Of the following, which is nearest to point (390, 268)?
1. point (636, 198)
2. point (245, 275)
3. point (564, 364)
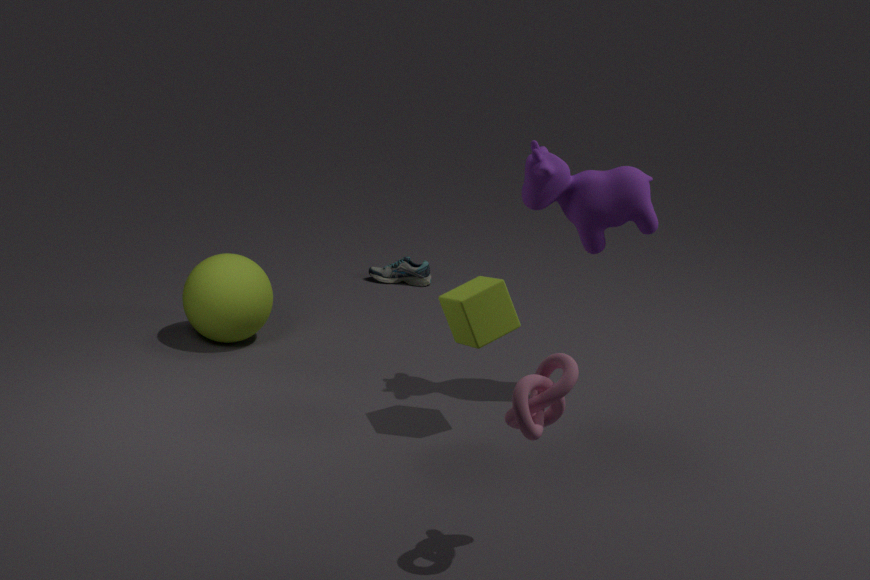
point (245, 275)
